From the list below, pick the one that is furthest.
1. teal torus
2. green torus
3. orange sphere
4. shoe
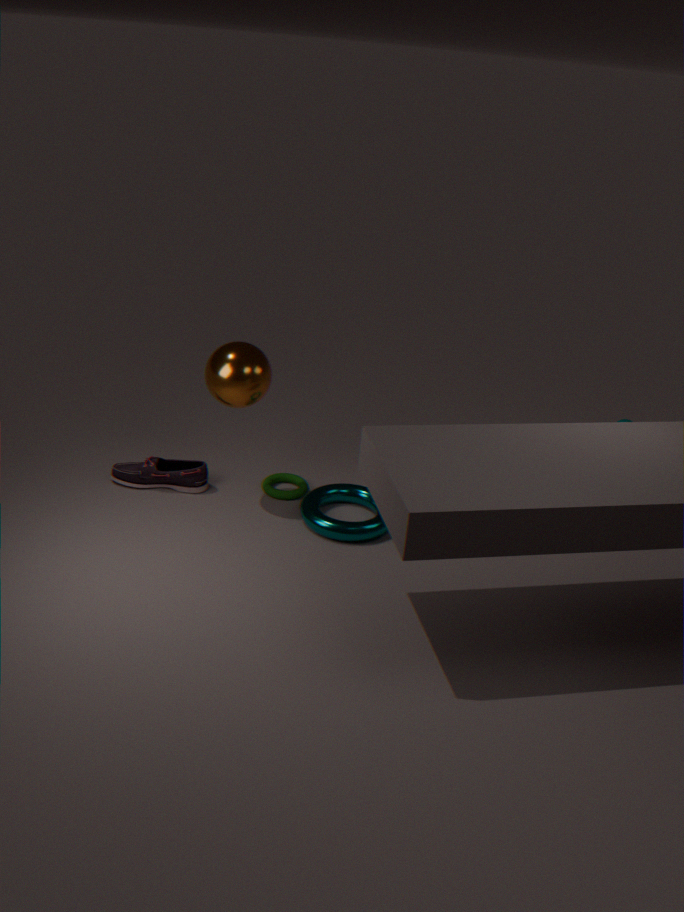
green torus
